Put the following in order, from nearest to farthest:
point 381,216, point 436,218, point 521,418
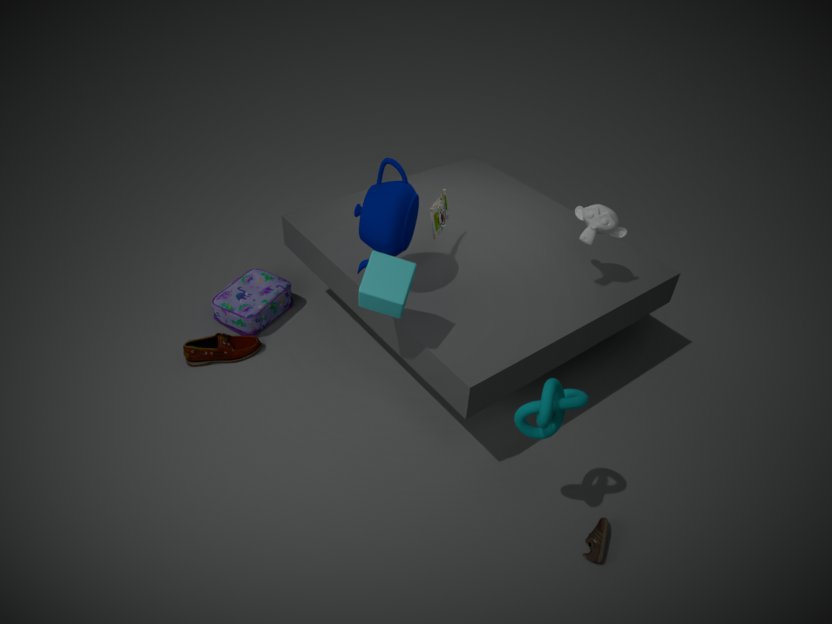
point 521,418, point 381,216, point 436,218
